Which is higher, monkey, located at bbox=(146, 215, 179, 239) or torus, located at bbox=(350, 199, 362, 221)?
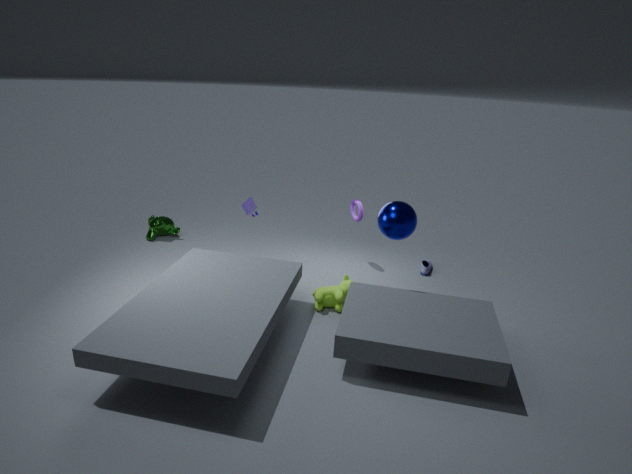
torus, located at bbox=(350, 199, 362, 221)
